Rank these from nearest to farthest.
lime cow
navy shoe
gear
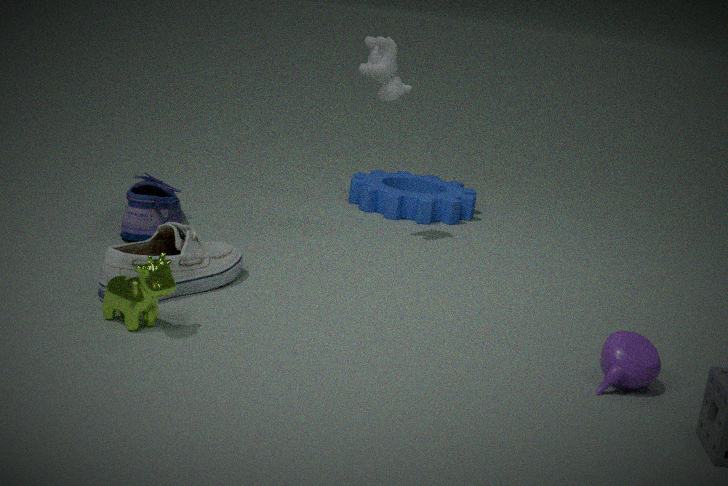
lime cow < navy shoe < gear
